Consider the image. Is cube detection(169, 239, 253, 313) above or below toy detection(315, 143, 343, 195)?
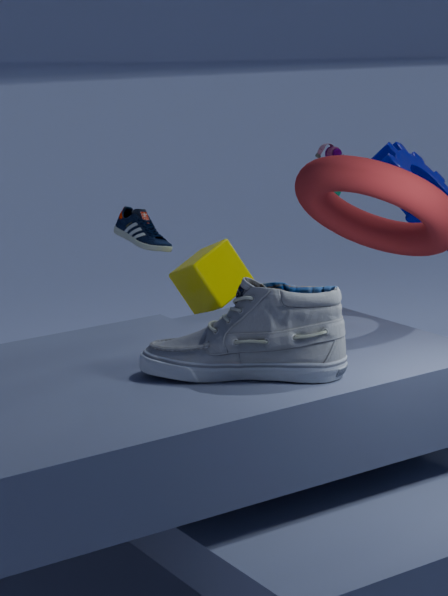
below
